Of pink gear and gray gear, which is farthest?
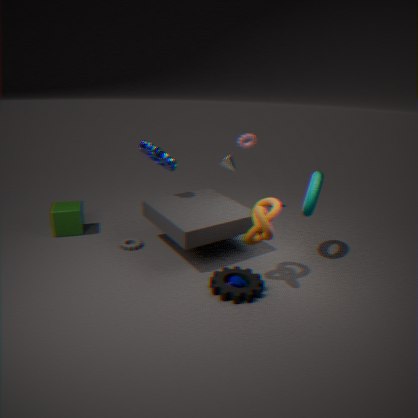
pink gear
